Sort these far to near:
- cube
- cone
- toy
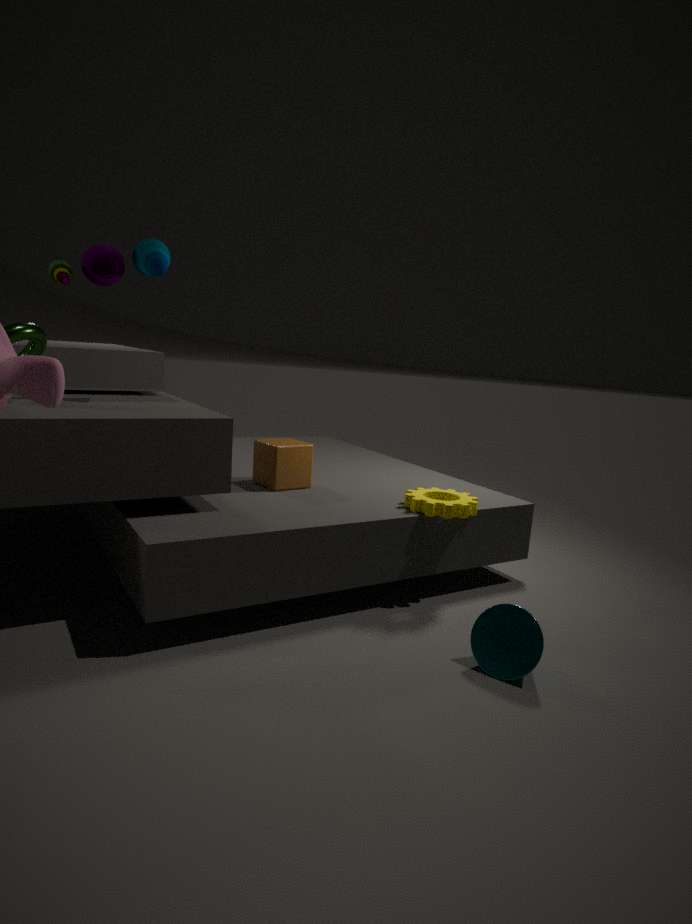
cube, toy, cone
